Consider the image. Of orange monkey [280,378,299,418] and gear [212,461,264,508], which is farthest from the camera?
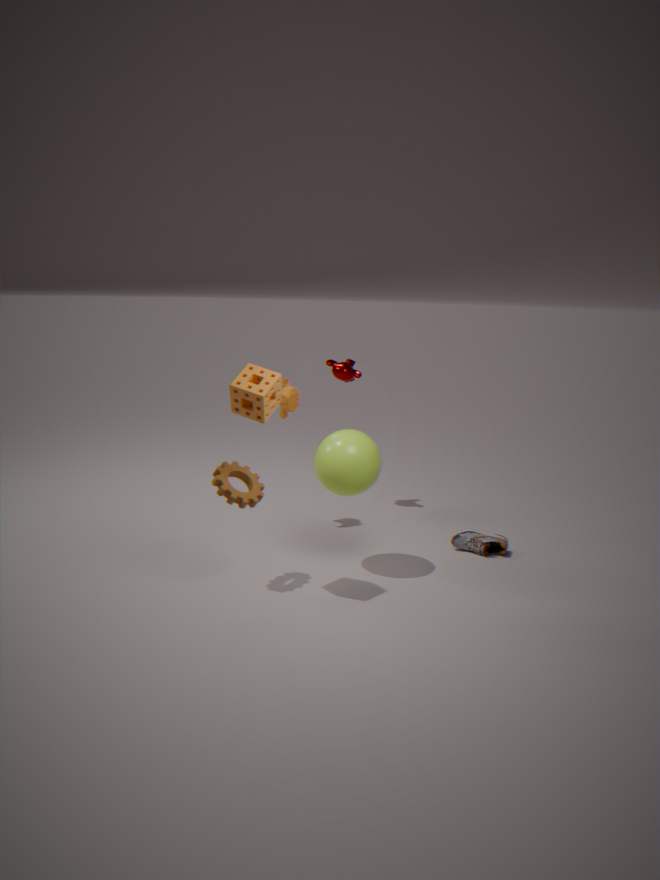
orange monkey [280,378,299,418]
